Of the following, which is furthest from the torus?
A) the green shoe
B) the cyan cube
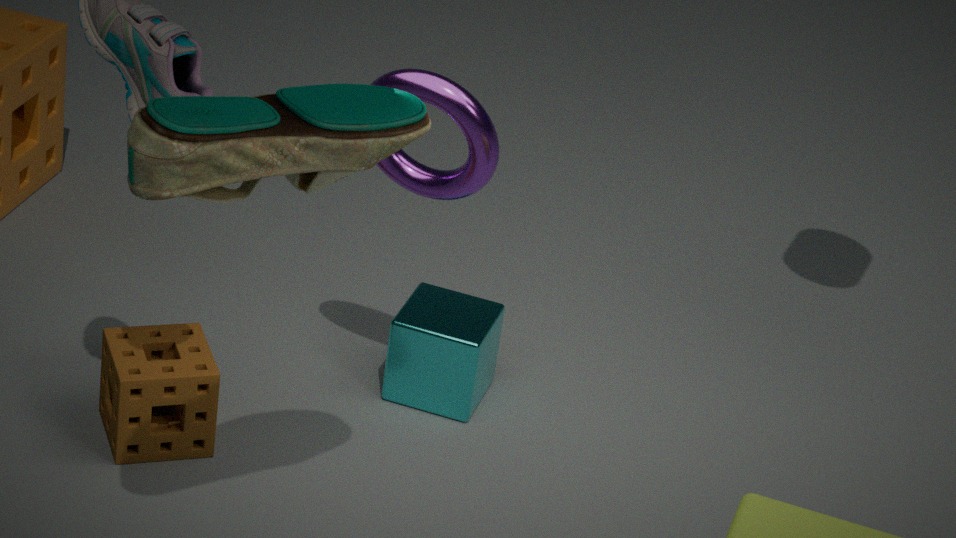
the green shoe
